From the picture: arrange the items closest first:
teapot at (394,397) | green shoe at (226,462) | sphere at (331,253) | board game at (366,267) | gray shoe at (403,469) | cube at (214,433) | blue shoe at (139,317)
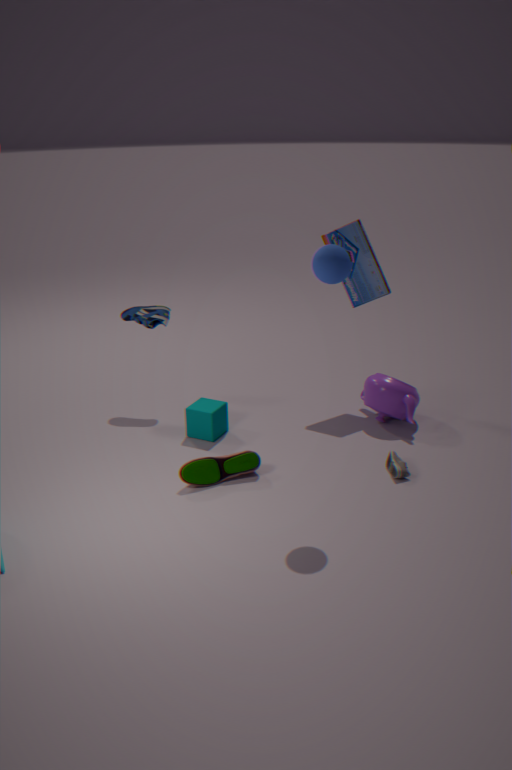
1. sphere at (331,253)
2. green shoe at (226,462)
3. gray shoe at (403,469)
4. cube at (214,433)
5. teapot at (394,397)
6. board game at (366,267)
7. blue shoe at (139,317)
